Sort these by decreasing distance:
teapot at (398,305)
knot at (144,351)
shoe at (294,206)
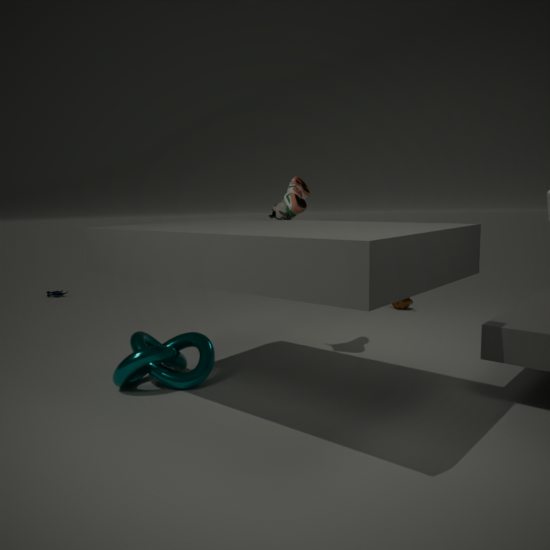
teapot at (398,305) → shoe at (294,206) → knot at (144,351)
